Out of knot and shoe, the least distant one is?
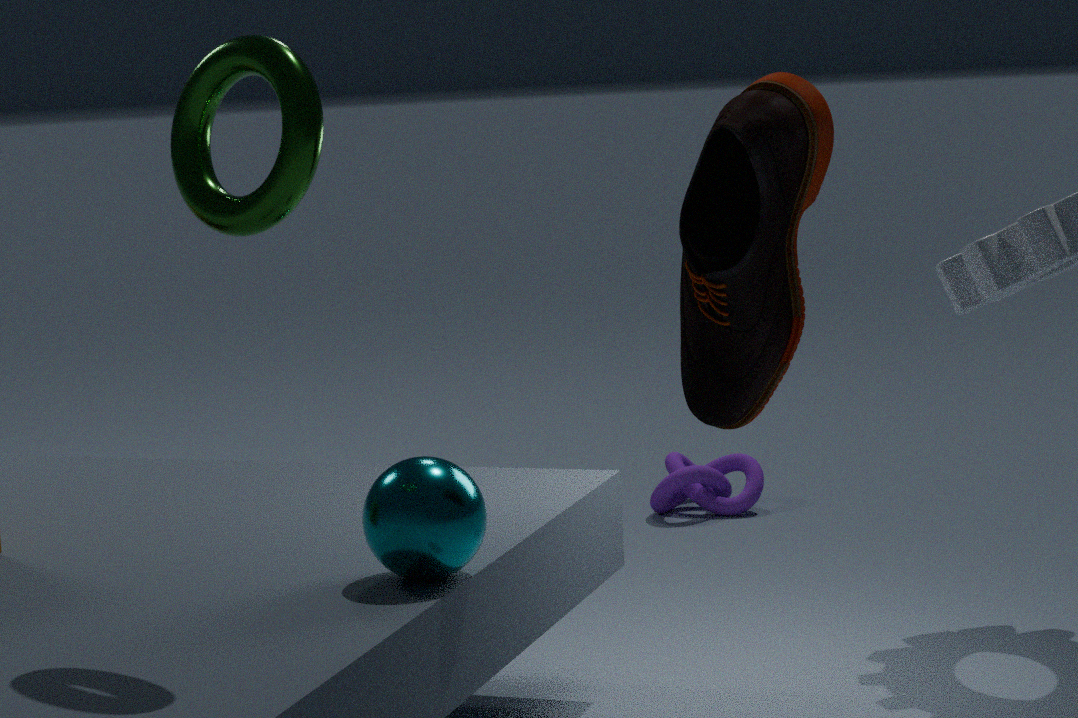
shoe
